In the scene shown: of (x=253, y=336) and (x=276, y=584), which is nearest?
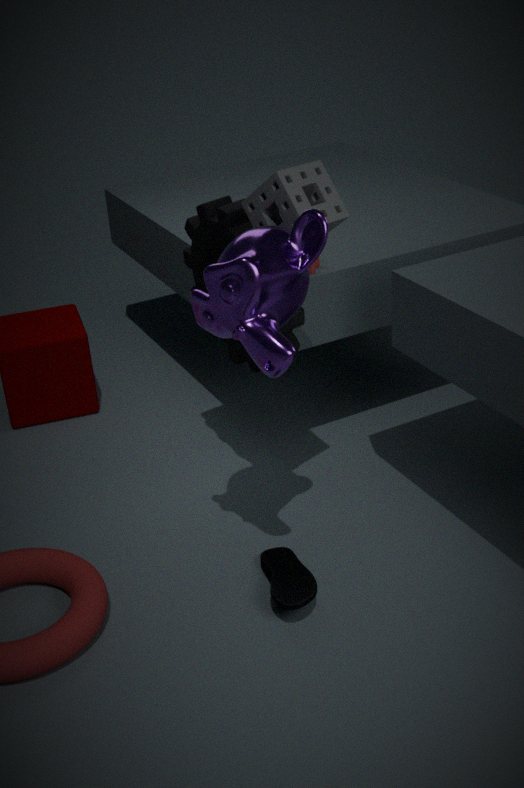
(x=253, y=336)
